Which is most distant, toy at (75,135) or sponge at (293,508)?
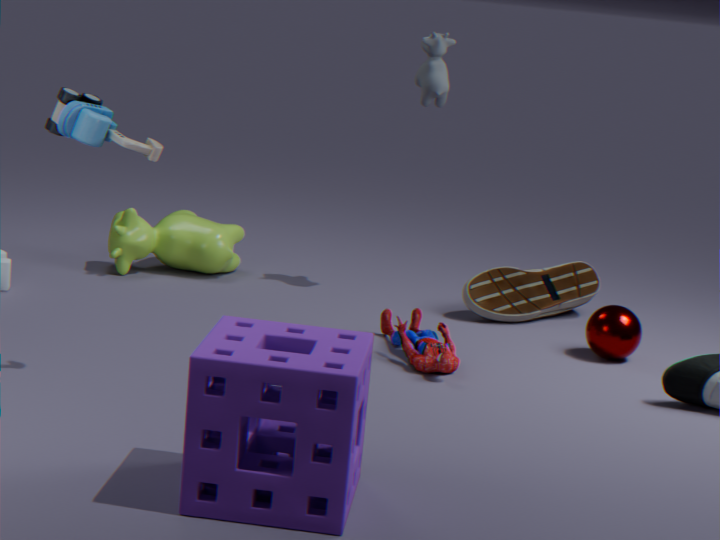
toy at (75,135)
